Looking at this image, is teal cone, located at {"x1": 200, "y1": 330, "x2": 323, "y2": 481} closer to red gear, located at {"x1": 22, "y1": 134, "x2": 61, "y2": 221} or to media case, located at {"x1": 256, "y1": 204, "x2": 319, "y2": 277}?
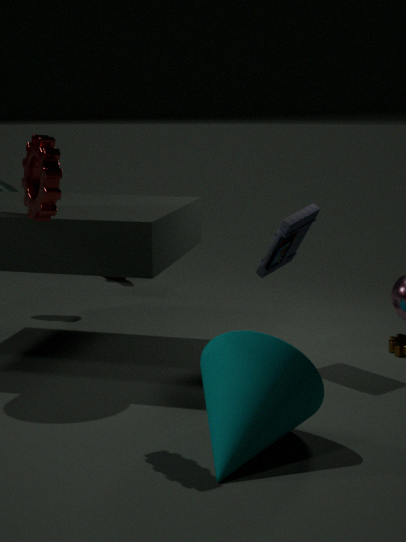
red gear, located at {"x1": 22, "y1": 134, "x2": 61, "y2": 221}
